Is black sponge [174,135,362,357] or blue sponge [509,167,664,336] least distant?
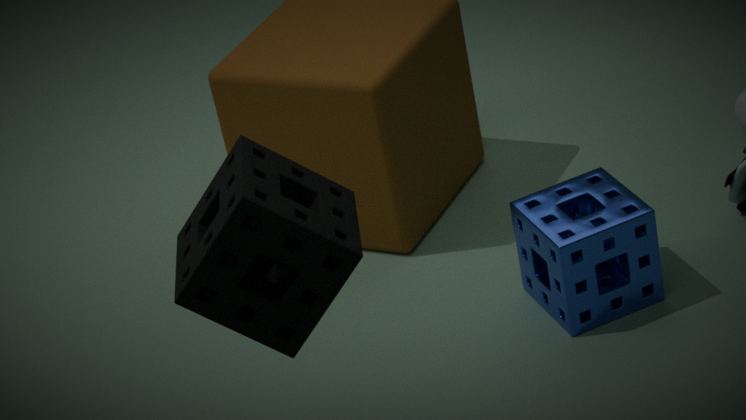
black sponge [174,135,362,357]
